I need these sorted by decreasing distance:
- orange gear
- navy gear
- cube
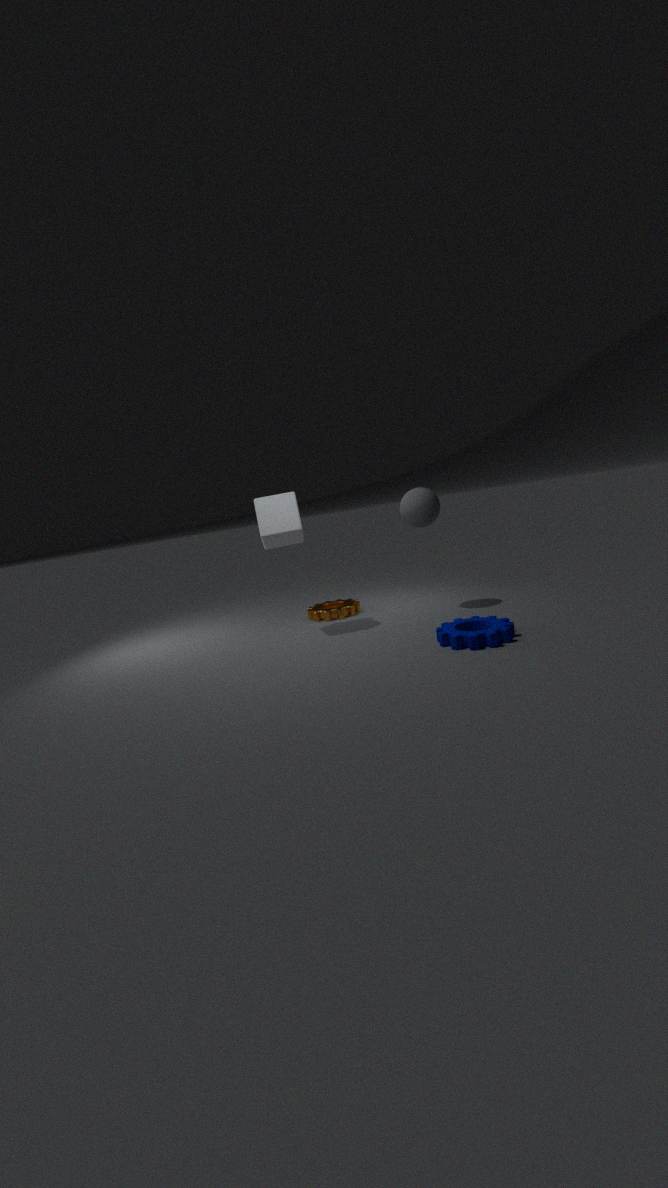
orange gear → cube → navy gear
